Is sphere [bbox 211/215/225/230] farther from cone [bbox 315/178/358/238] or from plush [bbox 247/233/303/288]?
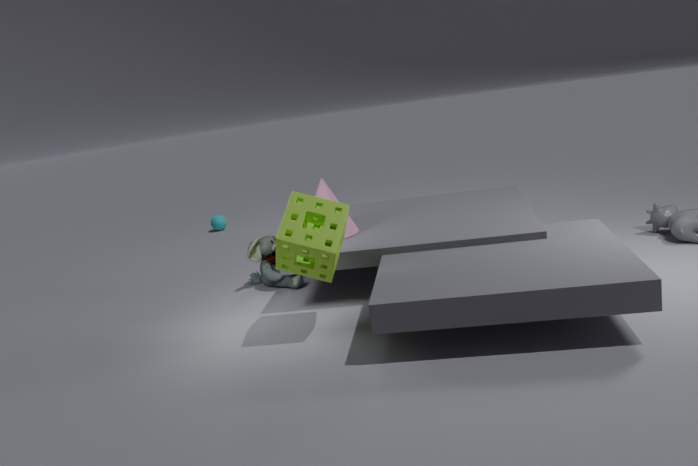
cone [bbox 315/178/358/238]
